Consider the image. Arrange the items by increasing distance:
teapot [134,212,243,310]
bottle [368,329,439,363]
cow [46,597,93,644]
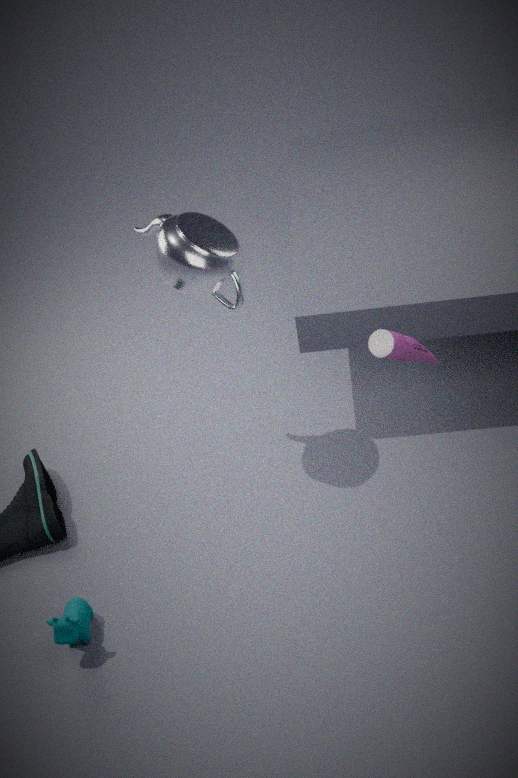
bottle [368,329,439,363]
cow [46,597,93,644]
teapot [134,212,243,310]
